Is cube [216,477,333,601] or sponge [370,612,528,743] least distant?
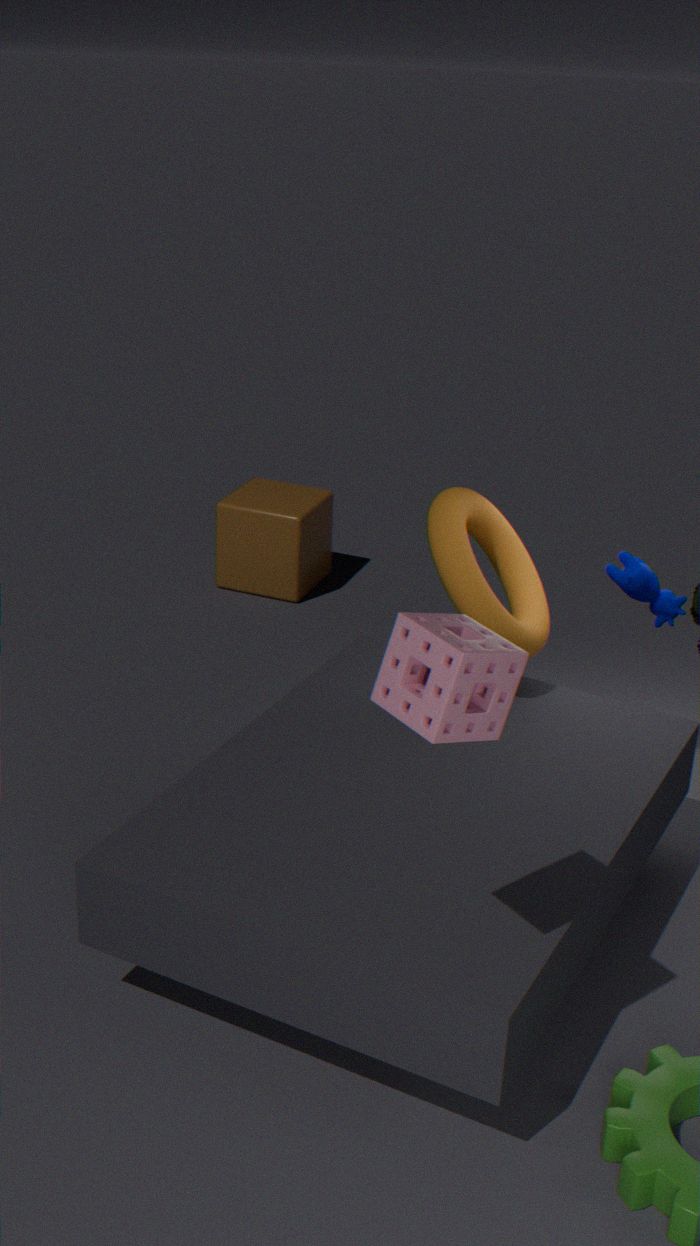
sponge [370,612,528,743]
